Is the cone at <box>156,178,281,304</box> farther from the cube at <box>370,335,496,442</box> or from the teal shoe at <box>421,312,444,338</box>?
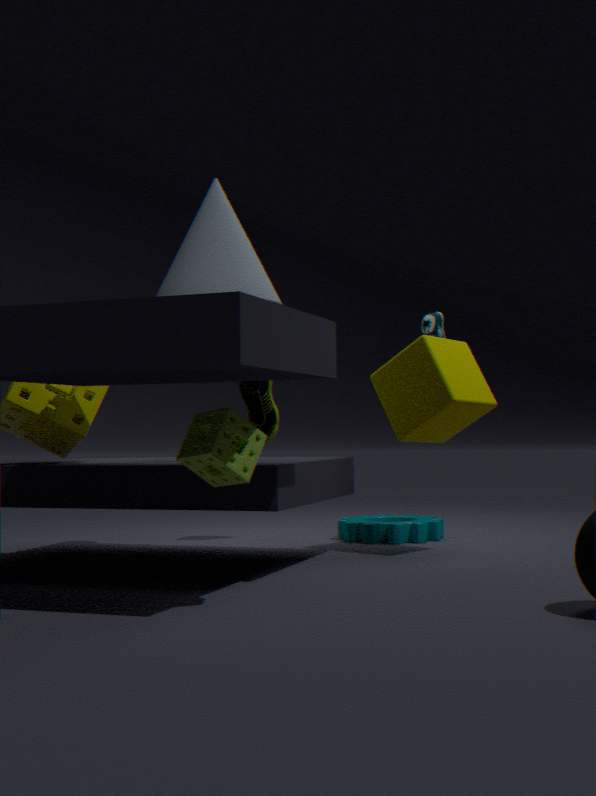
the teal shoe at <box>421,312,444,338</box>
